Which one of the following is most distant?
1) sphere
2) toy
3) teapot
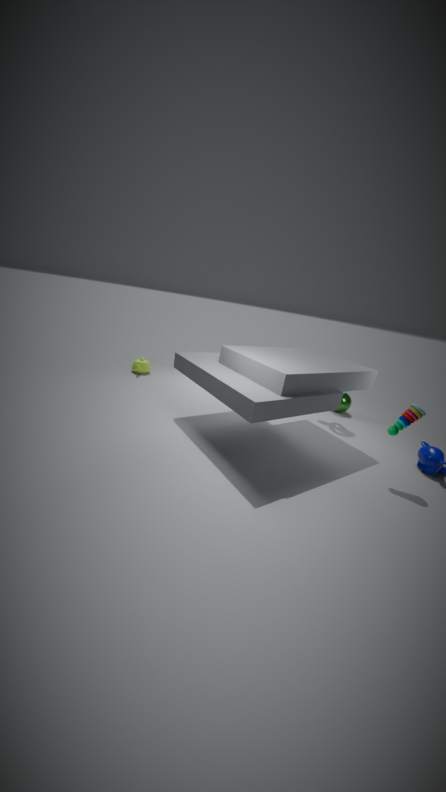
3. teapot
